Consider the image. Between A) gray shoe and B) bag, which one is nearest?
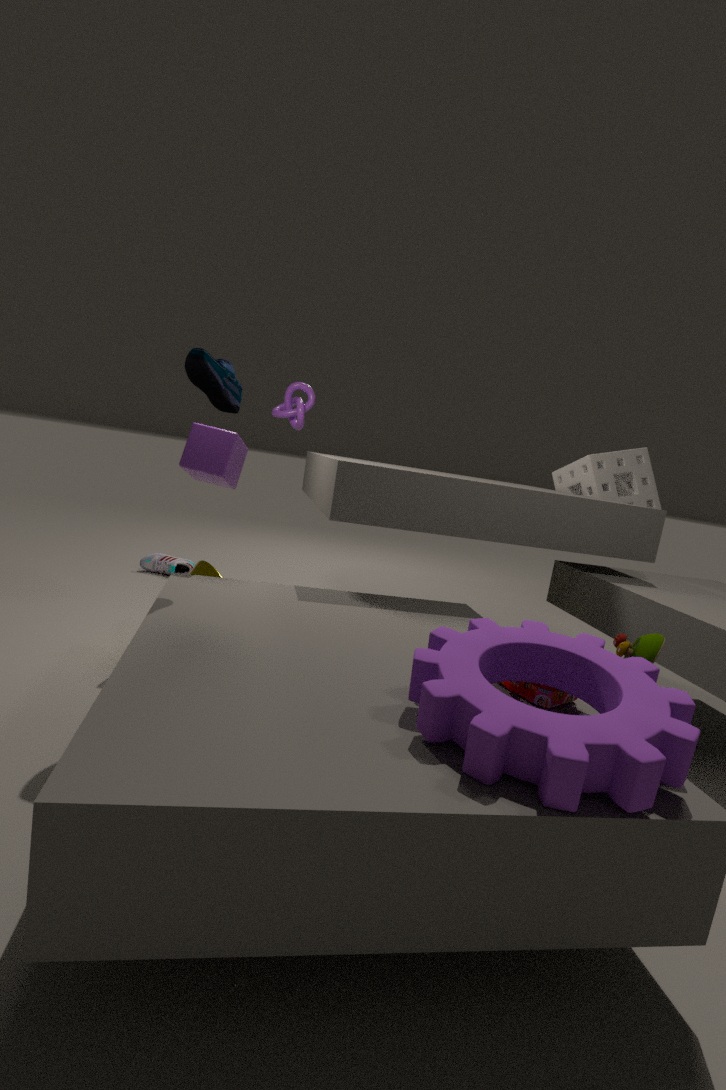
B. bag
